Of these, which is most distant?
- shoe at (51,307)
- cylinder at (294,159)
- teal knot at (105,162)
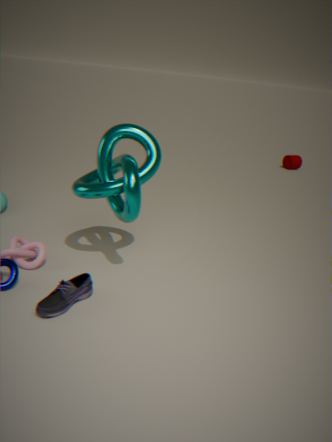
cylinder at (294,159)
